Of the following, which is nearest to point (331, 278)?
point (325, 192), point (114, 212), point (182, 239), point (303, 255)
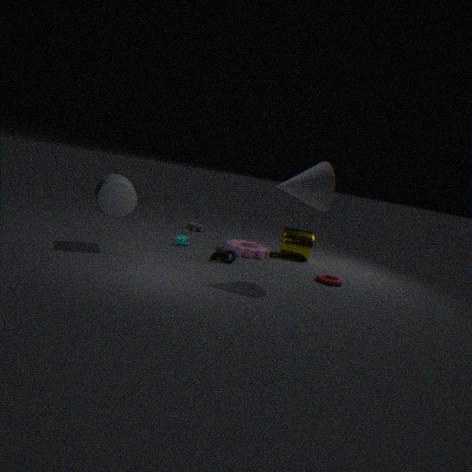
point (303, 255)
